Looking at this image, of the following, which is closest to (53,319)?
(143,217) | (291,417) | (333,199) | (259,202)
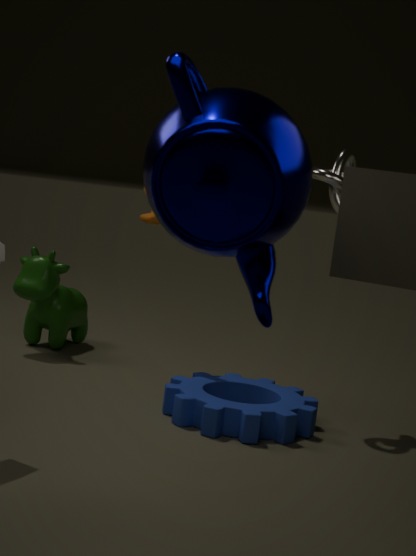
(143,217)
